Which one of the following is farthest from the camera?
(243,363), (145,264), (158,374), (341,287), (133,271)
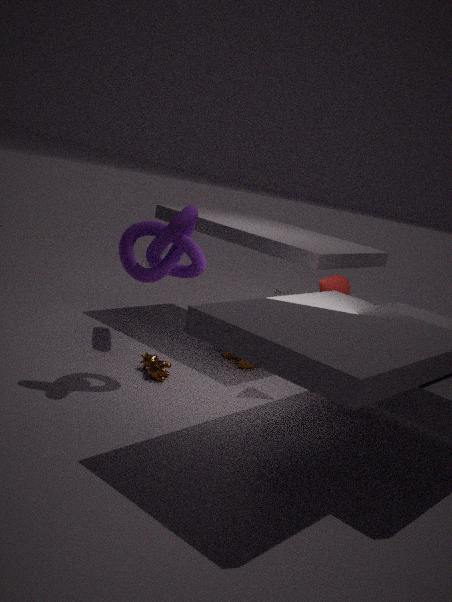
(145,264)
